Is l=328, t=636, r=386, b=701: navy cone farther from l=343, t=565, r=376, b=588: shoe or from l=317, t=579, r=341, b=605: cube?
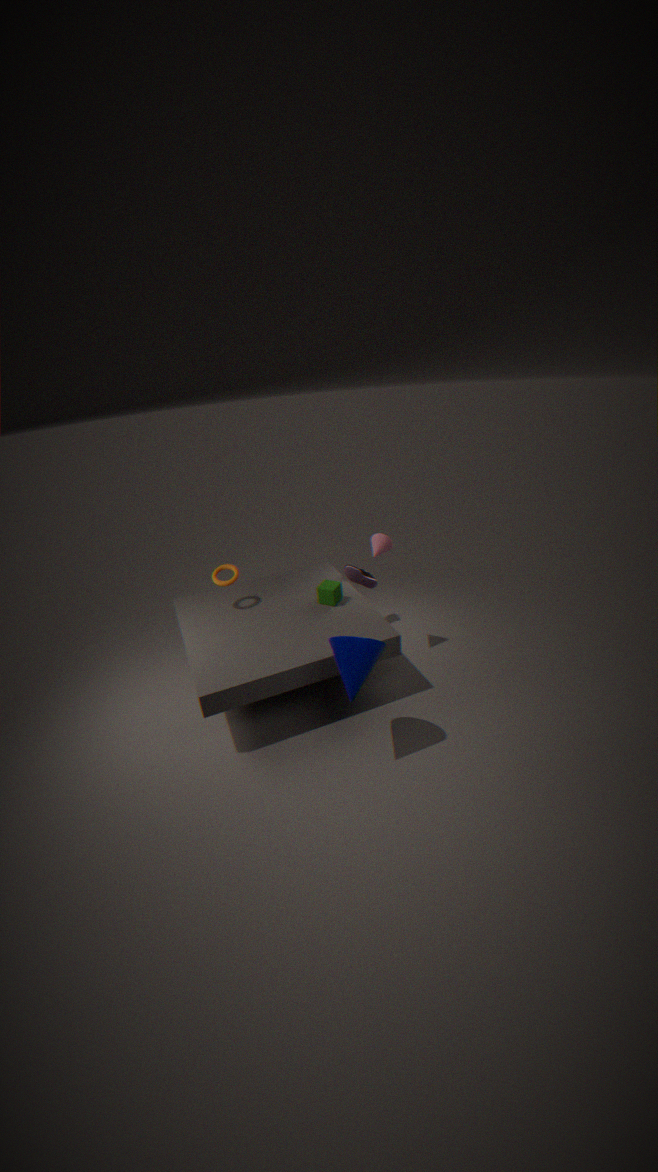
l=343, t=565, r=376, b=588: shoe
